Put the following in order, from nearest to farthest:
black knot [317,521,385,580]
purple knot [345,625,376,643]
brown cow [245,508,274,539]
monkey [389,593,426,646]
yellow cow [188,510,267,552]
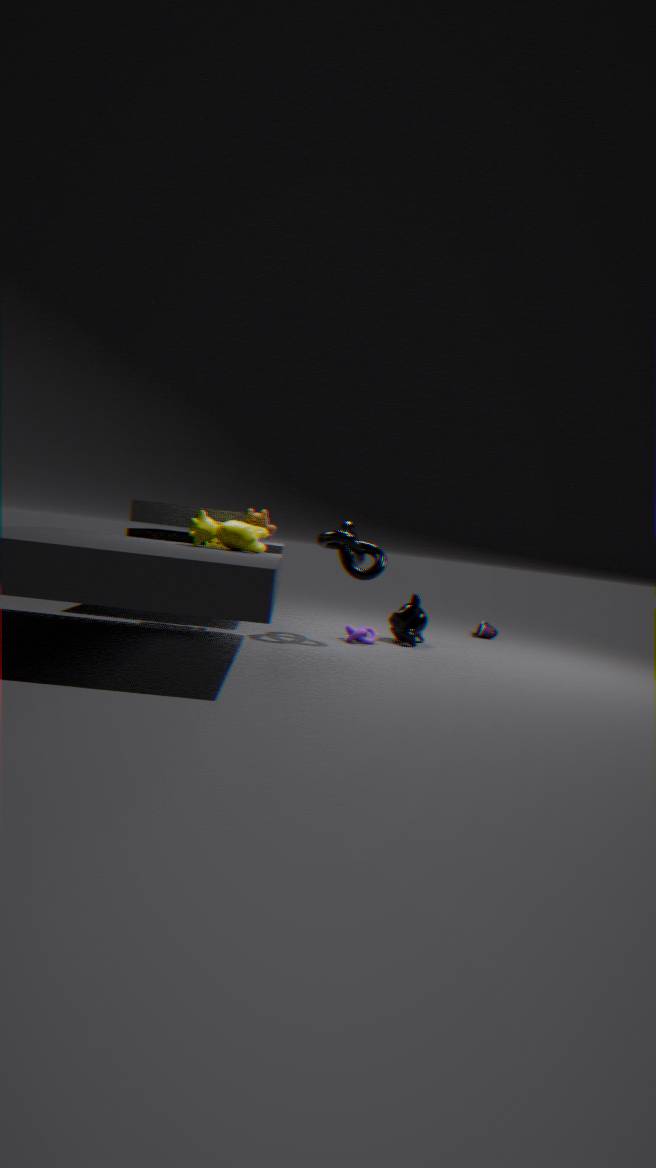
1. yellow cow [188,510,267,552]
2. black knot [317,521,385,580]
3. brown cow [245,508,274,539]
4. purple knot [345,625,376,643]
5. monkey [389,593,426,646]
